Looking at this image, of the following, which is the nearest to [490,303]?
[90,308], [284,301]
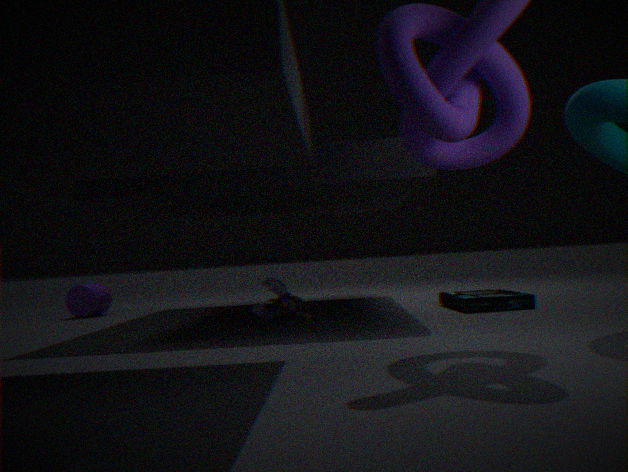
[284,301]
